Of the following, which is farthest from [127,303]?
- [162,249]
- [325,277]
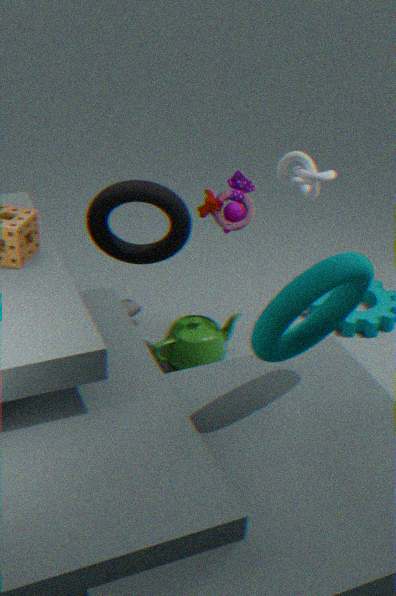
[325,277]
